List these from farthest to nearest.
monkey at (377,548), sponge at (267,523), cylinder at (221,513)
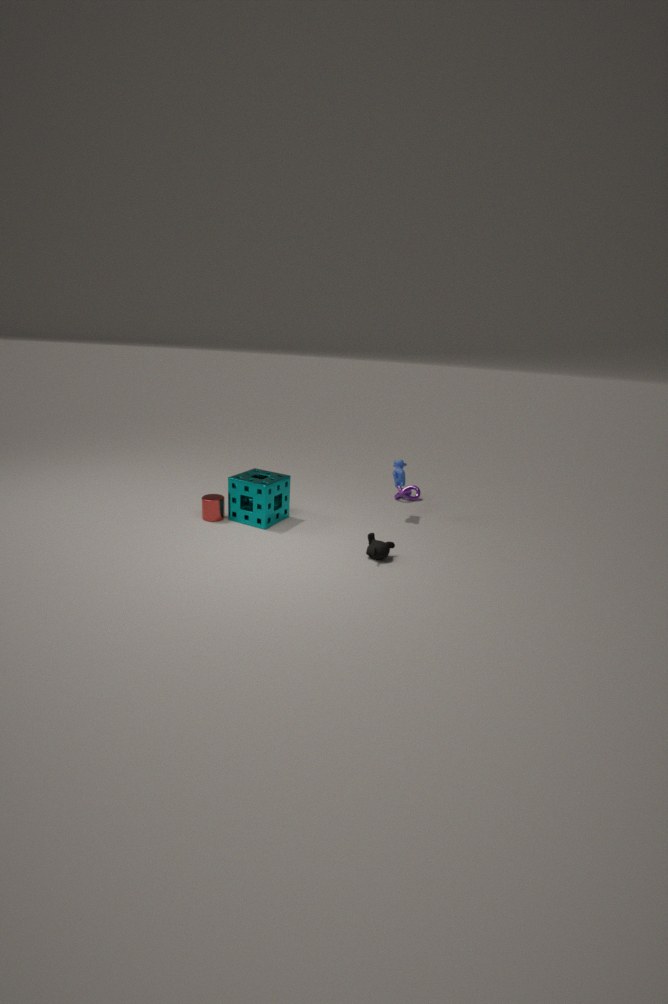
cylinder at (221,513) → sponge at (267,523) → monkey at (377,548)
